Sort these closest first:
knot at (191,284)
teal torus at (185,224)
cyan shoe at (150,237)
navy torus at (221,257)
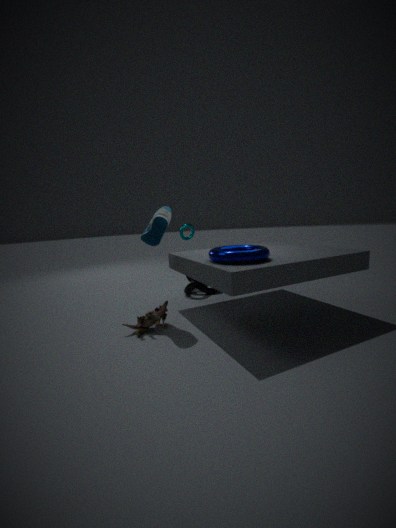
navy torus at (221,257)
cyan shoe at (150,237)
knot at (191,284)
teal torus at (185,224)
